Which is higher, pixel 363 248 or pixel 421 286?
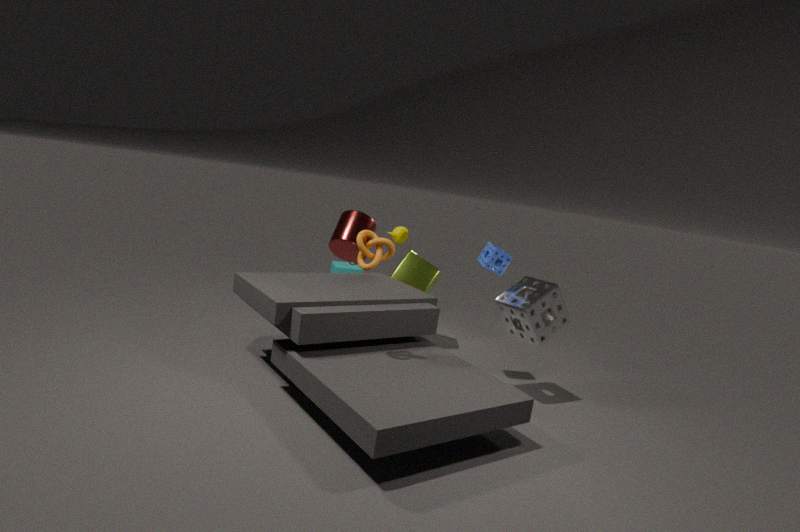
→ pixel 363 248
